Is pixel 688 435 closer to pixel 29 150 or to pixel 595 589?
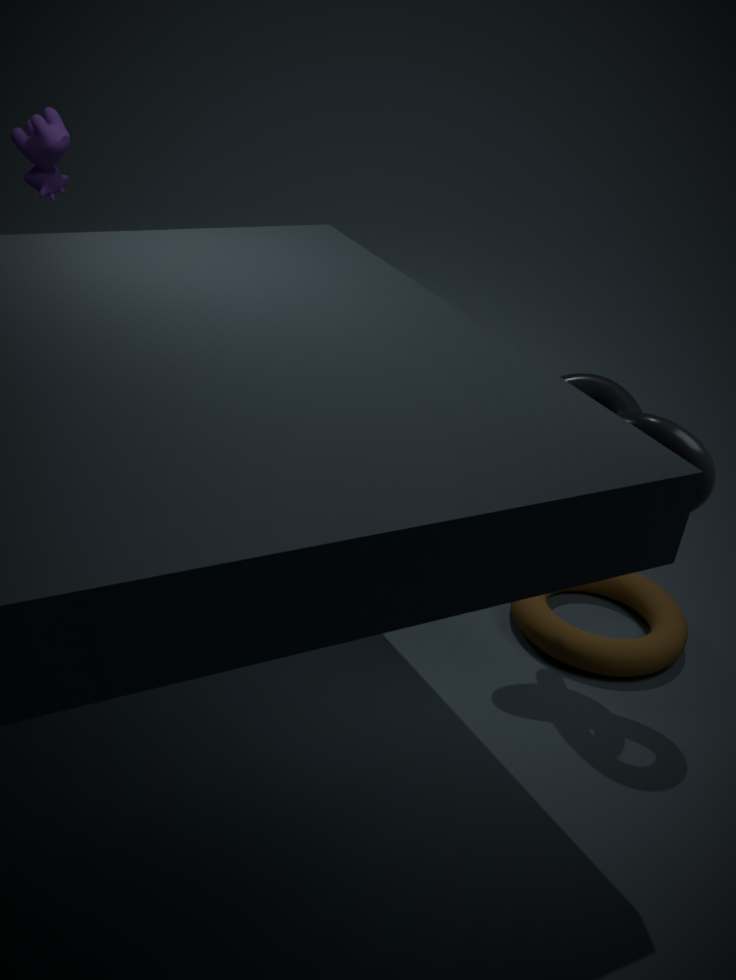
pixel 595 589
